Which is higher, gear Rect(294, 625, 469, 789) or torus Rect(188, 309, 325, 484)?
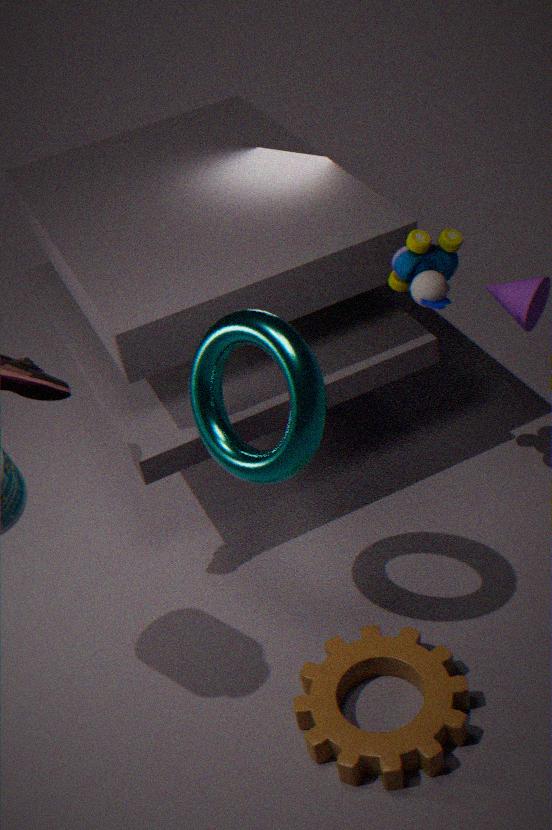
torus Rect(188, 309, 325, 484)
